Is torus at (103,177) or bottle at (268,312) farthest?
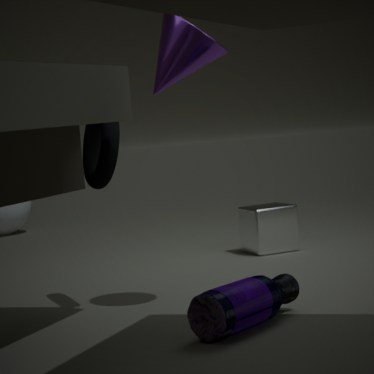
torus at (103,177)
